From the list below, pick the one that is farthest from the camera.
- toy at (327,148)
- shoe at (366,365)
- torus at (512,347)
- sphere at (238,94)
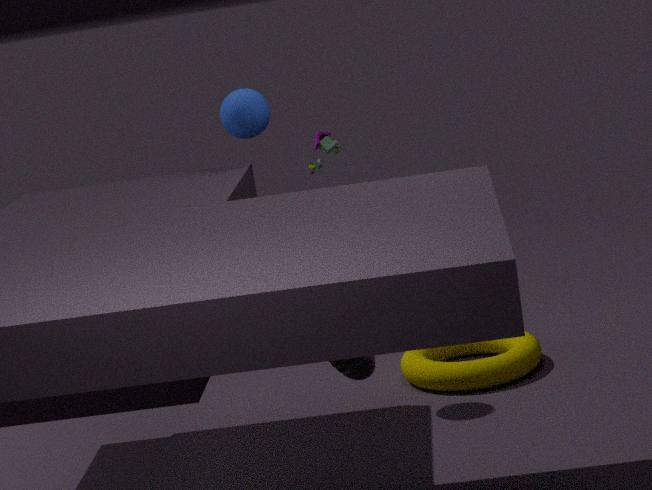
toy at (327,148)
